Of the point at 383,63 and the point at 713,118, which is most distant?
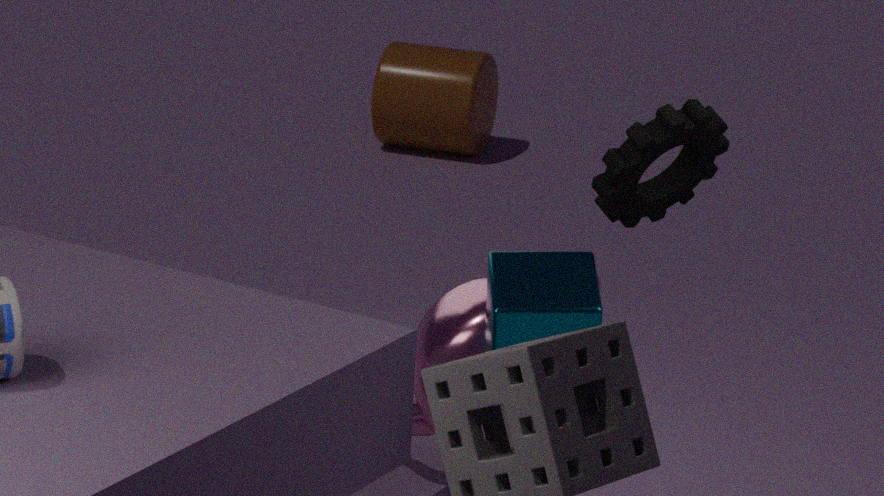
the point at 383,63
